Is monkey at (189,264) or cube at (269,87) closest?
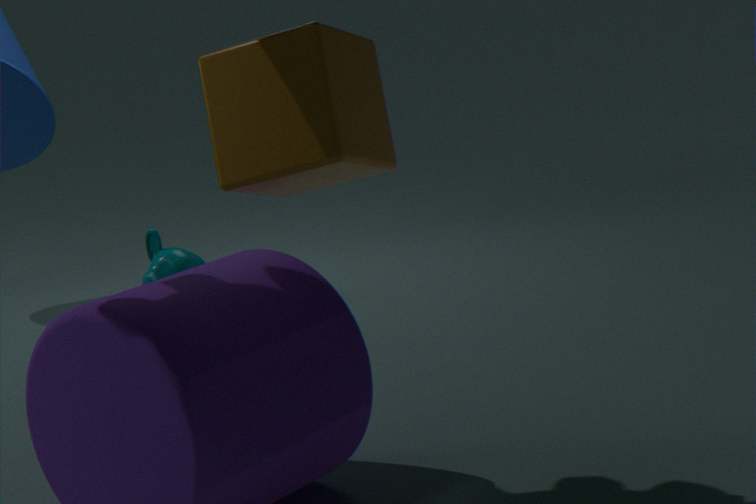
cube at (269,87)
